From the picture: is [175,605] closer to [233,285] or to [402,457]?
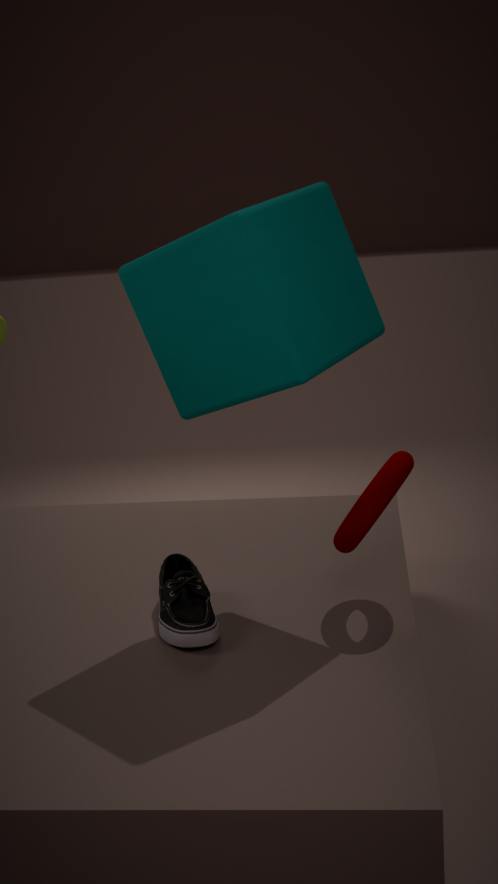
[402,457]
